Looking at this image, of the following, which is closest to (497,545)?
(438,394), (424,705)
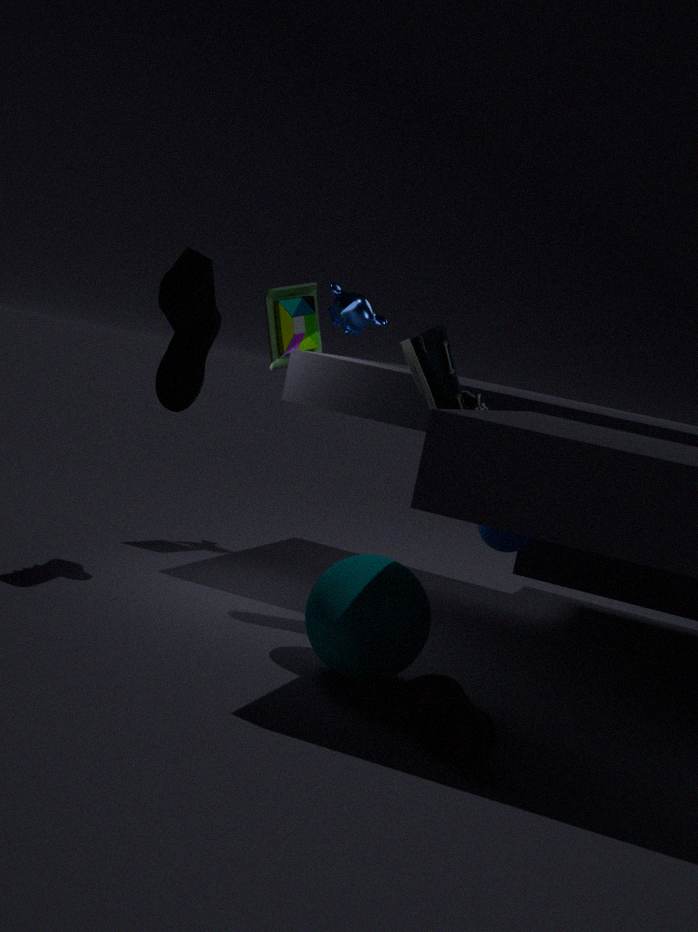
(438,394)
